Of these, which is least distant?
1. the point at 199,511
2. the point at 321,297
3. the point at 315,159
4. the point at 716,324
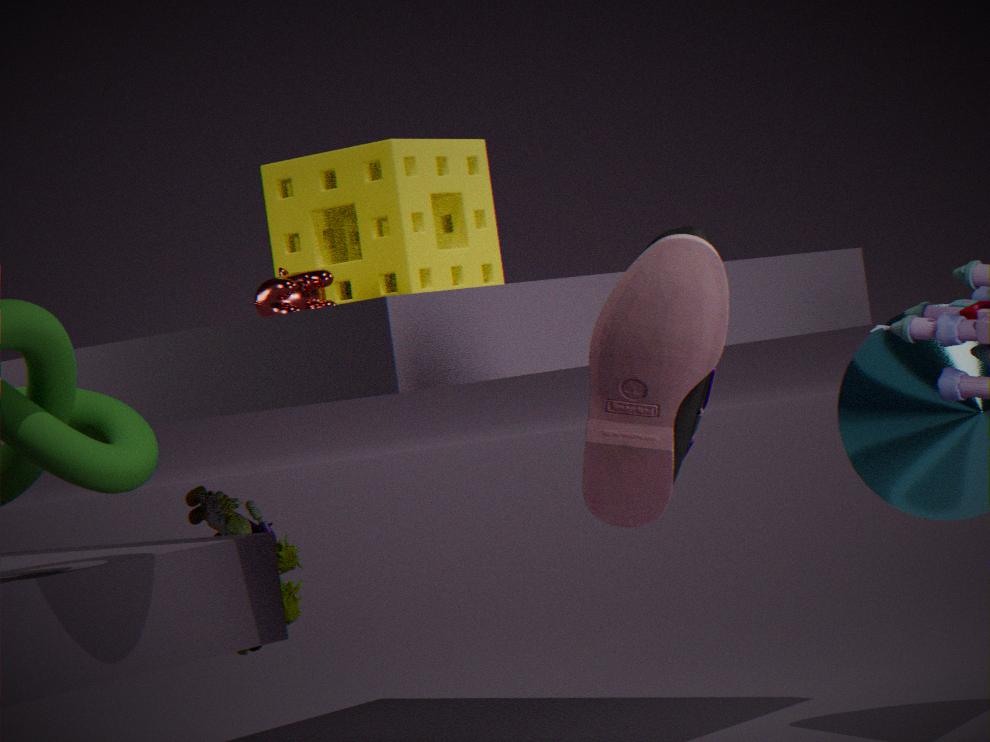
the point at 716,324
